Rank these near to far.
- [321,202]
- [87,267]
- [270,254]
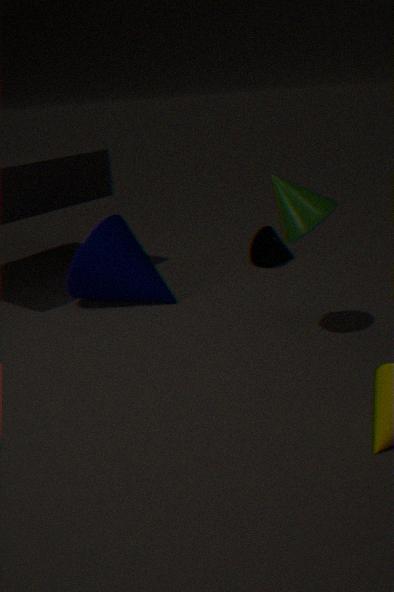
[321,202] → [87,267] → [270,254]
